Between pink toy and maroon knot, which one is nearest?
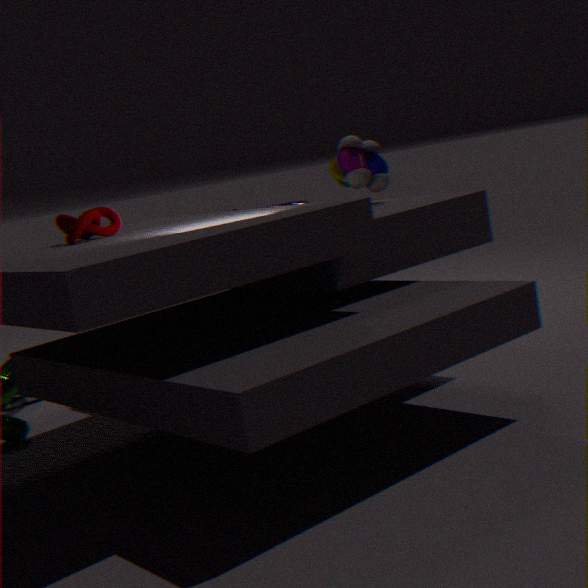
maroon knot
